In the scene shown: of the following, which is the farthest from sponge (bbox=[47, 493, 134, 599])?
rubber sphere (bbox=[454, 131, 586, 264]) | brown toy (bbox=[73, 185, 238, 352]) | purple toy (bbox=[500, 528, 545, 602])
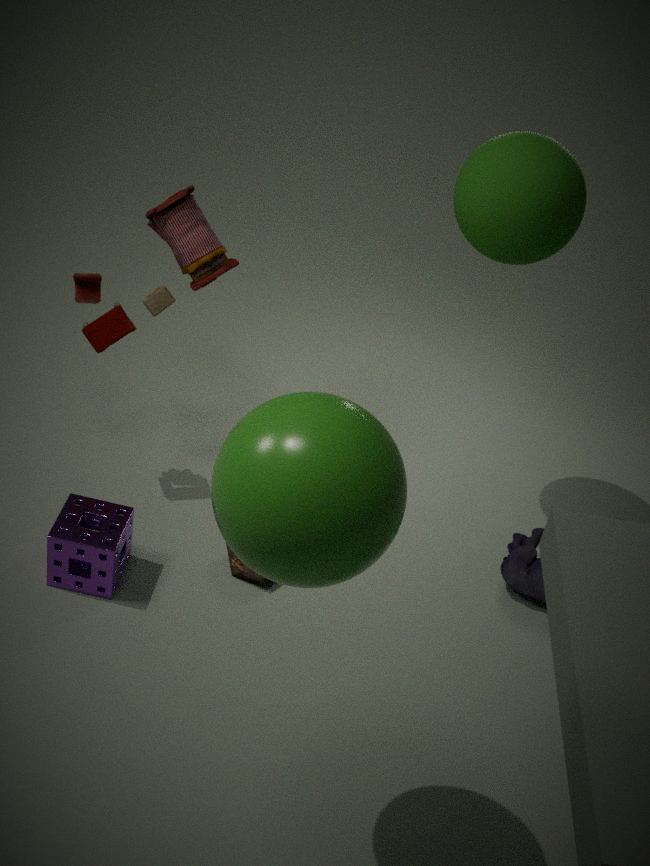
rubber sphere (bbox=[454, 131, 586, 264])
